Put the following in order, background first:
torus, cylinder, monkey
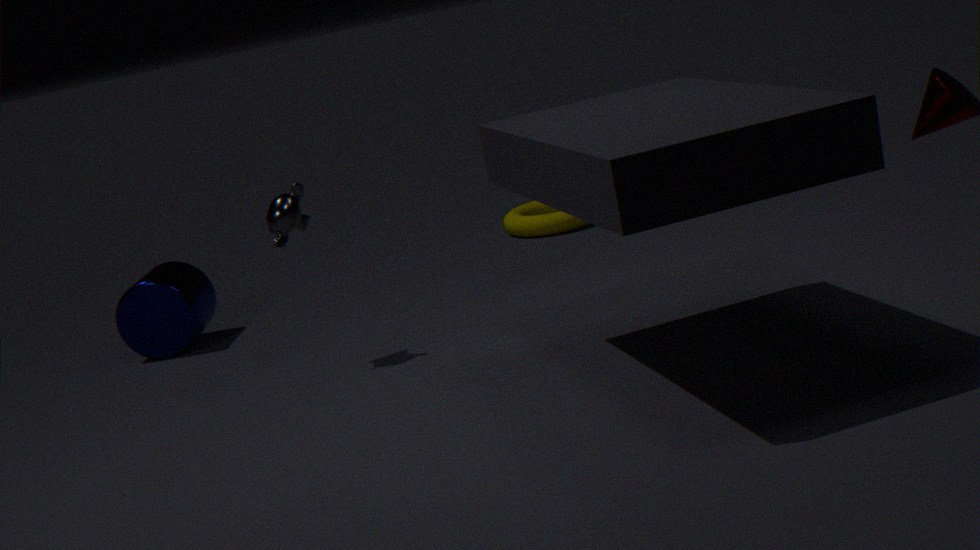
torus, cylinder, monkey
